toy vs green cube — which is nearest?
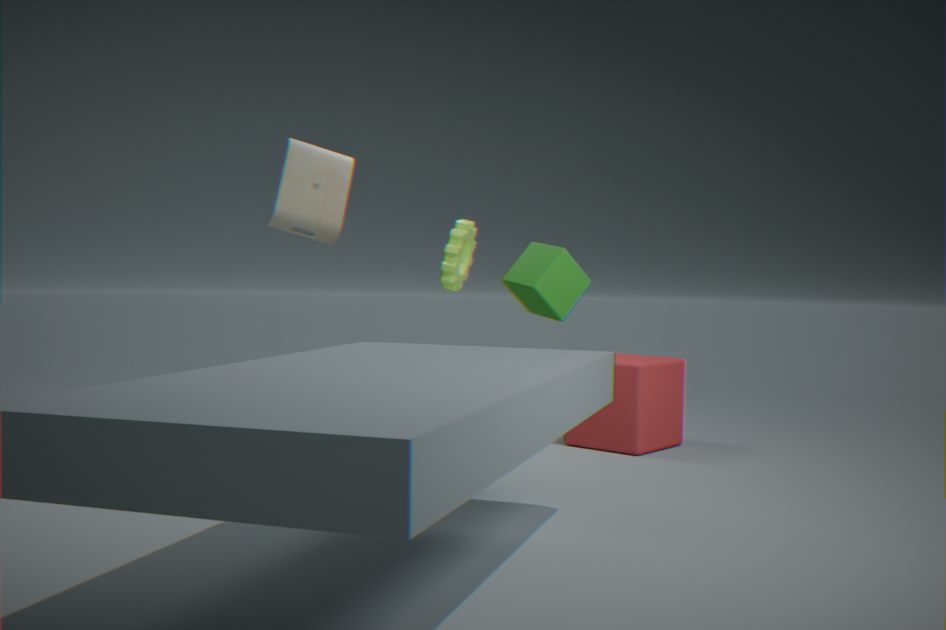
green cube
